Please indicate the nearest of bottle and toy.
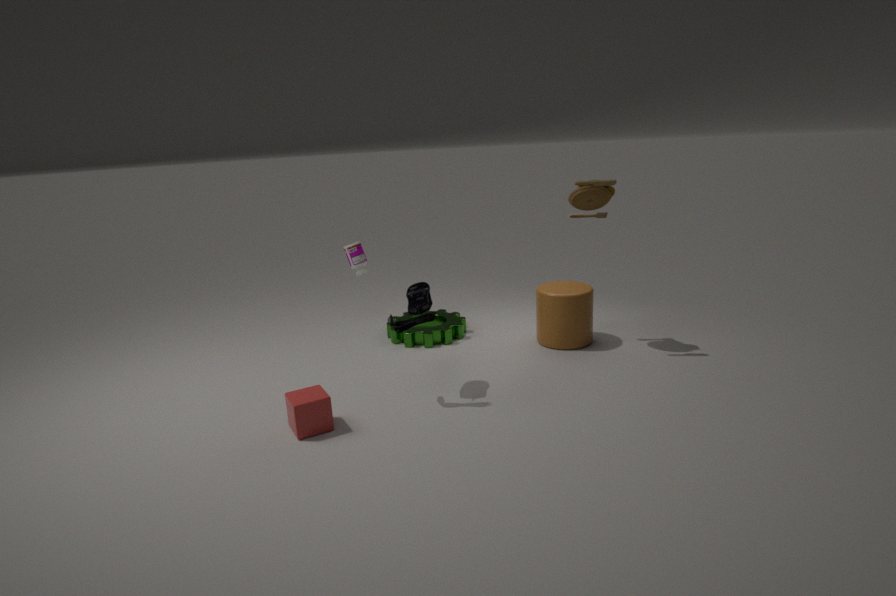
toy
